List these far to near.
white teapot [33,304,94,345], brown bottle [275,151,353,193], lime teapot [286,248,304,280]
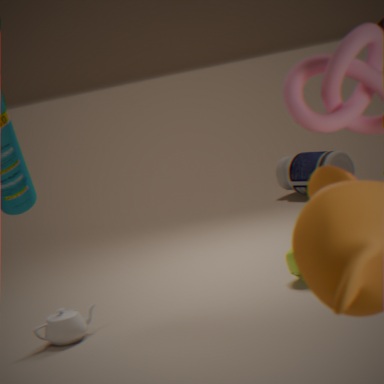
brown bottle [275,151,353,193] → lime teapot [286,248,304,280] → white teapot [33,304,94,345]
